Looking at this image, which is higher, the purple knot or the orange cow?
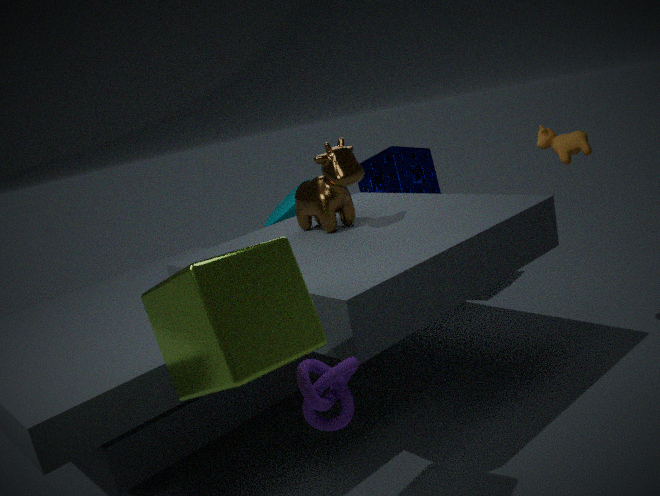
the orange cow
